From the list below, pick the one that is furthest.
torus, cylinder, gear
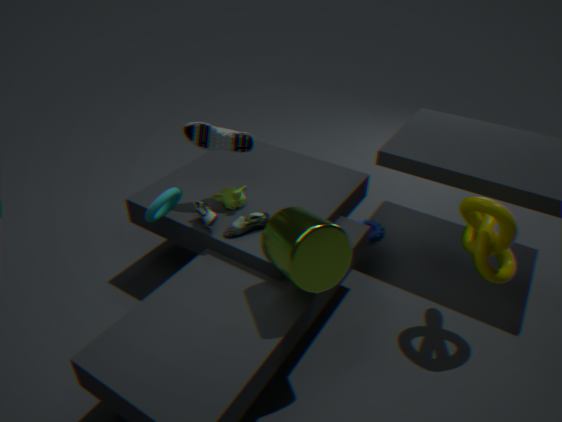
gear
